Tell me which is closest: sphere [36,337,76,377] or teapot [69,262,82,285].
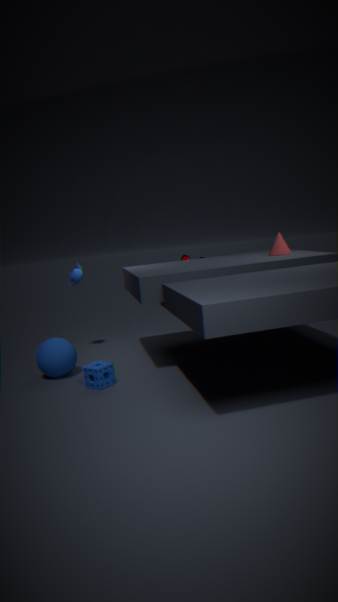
sphere [36,337,76,377]
